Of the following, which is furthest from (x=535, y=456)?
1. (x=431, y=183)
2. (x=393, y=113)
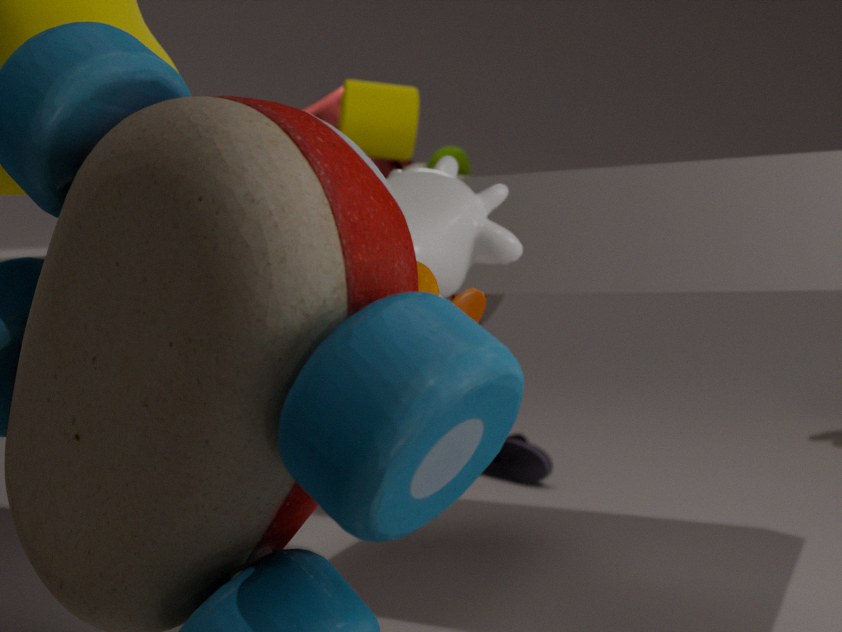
(x=431, y=183)
